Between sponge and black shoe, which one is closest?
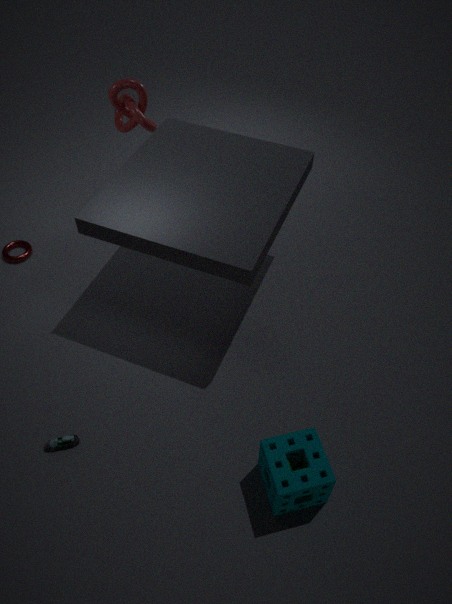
sponge
